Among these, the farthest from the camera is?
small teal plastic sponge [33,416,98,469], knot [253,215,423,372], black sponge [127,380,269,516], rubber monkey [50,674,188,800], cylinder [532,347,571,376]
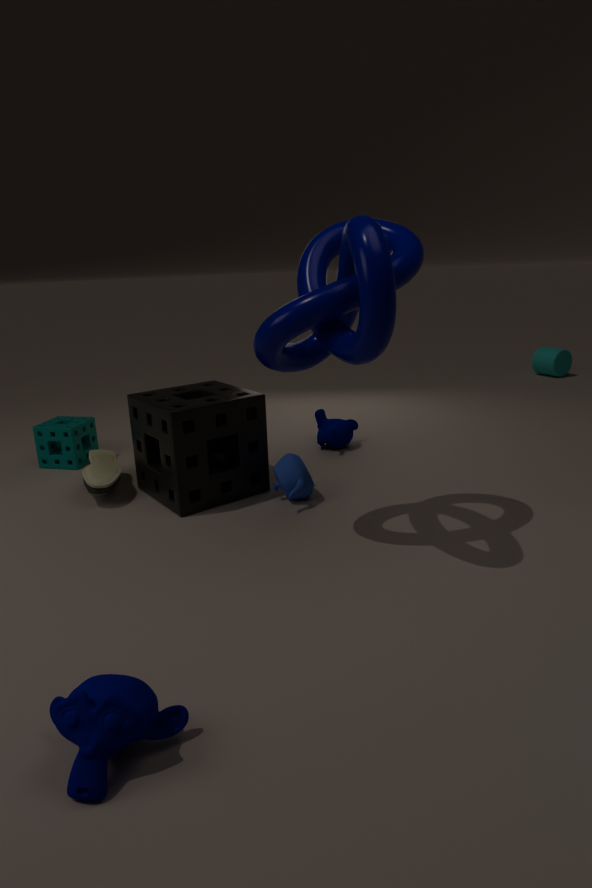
cylinder [532,347,571,376]
